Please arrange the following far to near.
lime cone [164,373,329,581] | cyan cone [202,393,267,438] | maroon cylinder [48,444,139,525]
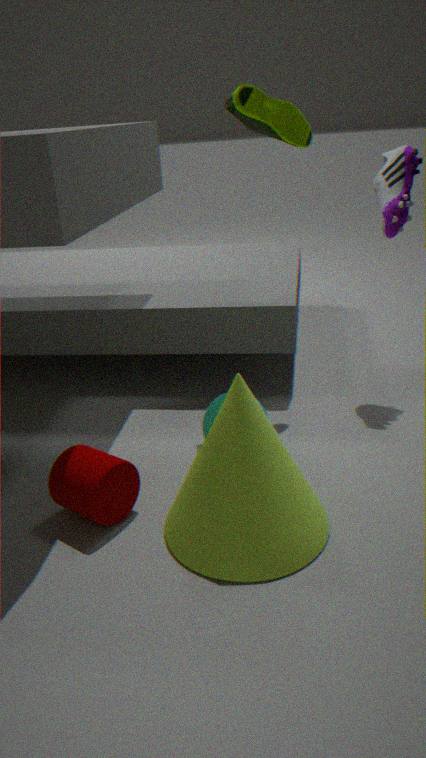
1. cyan cone [202,393,267,438]
2. maroon cylinder [48,444,139,525]
3. lime cone [164,373,329,581]
